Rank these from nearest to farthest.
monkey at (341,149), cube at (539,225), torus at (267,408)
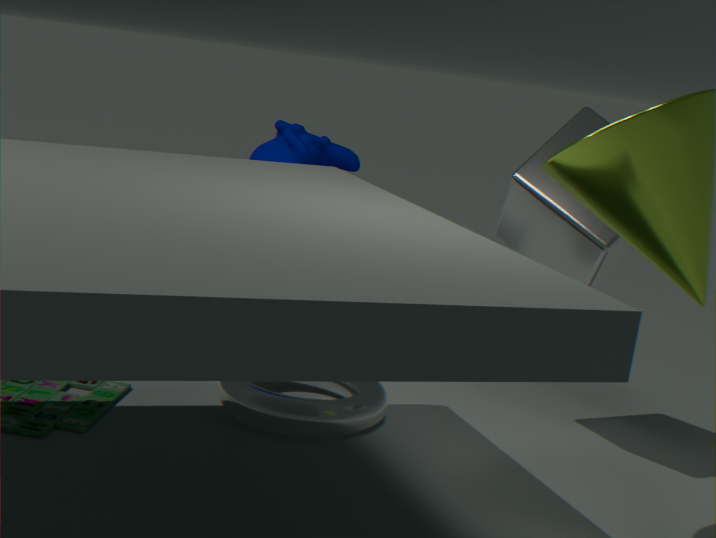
cube at (539,225), torus at (267,408), monkey at (341,149)
